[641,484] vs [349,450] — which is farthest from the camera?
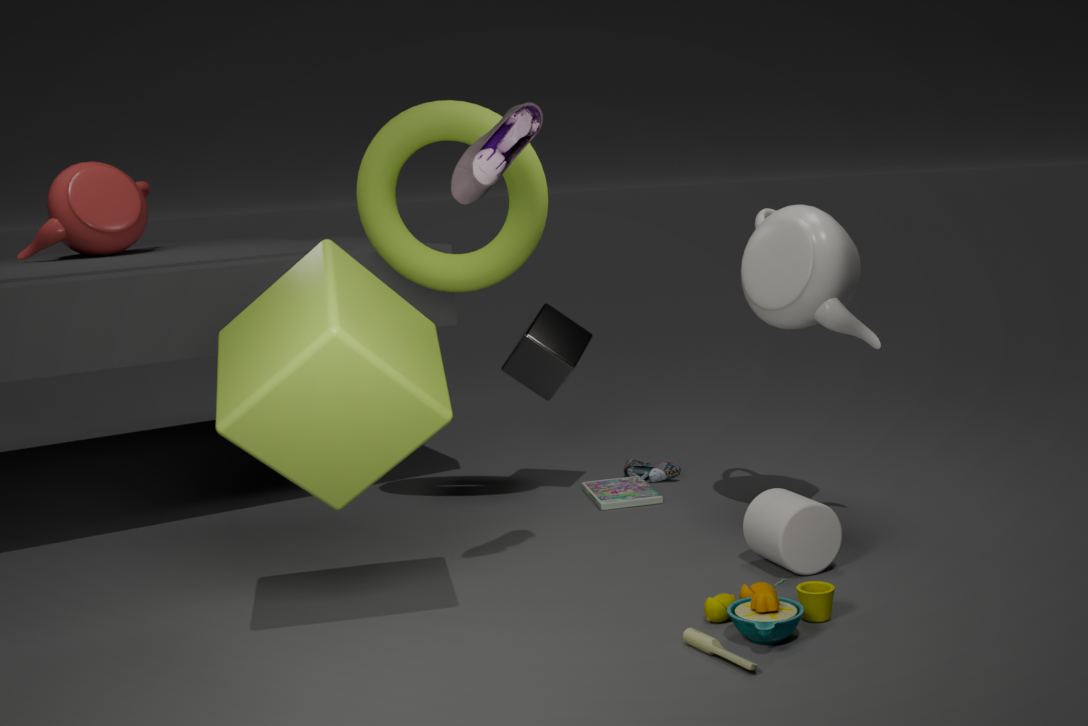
[641,484]
